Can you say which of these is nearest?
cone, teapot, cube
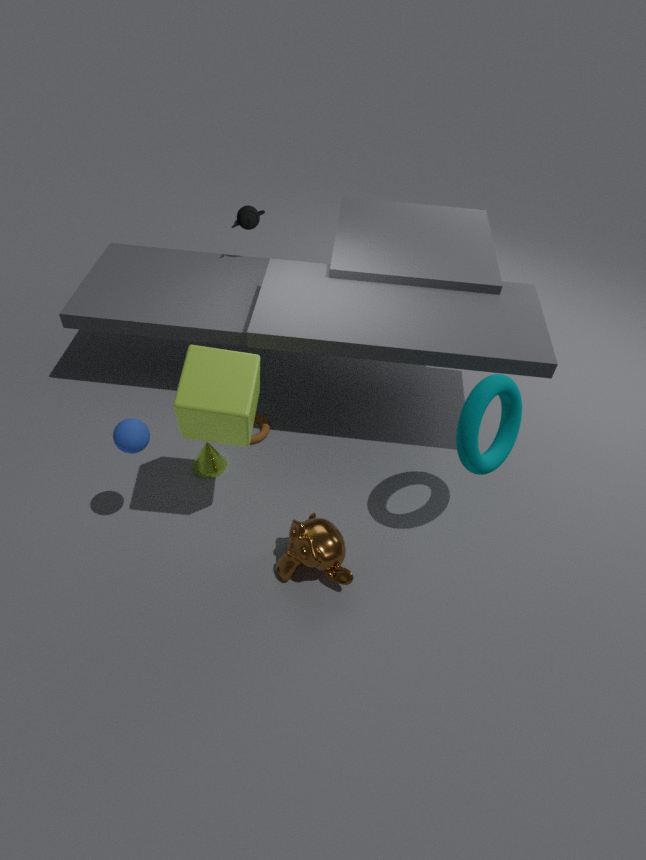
cube
